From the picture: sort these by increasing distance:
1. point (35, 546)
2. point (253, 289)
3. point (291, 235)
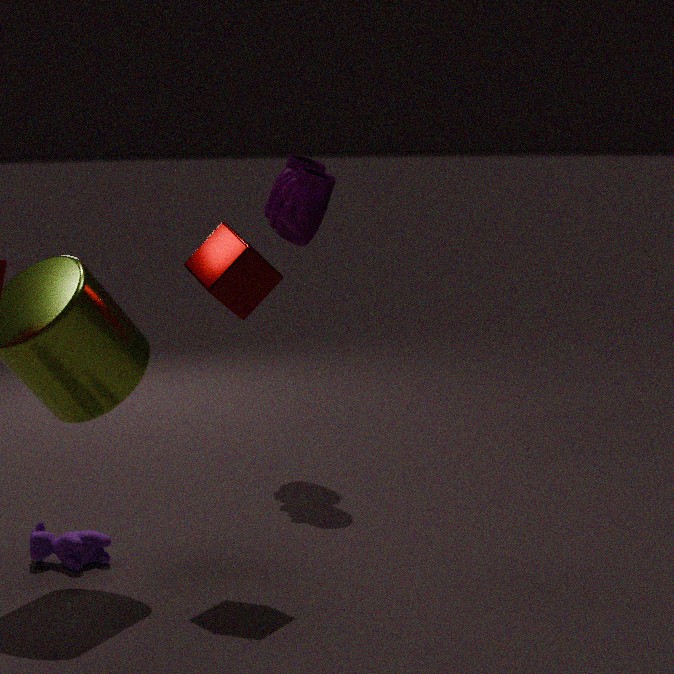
point (253, 289) → point (35, 546) → point (291, 235)
